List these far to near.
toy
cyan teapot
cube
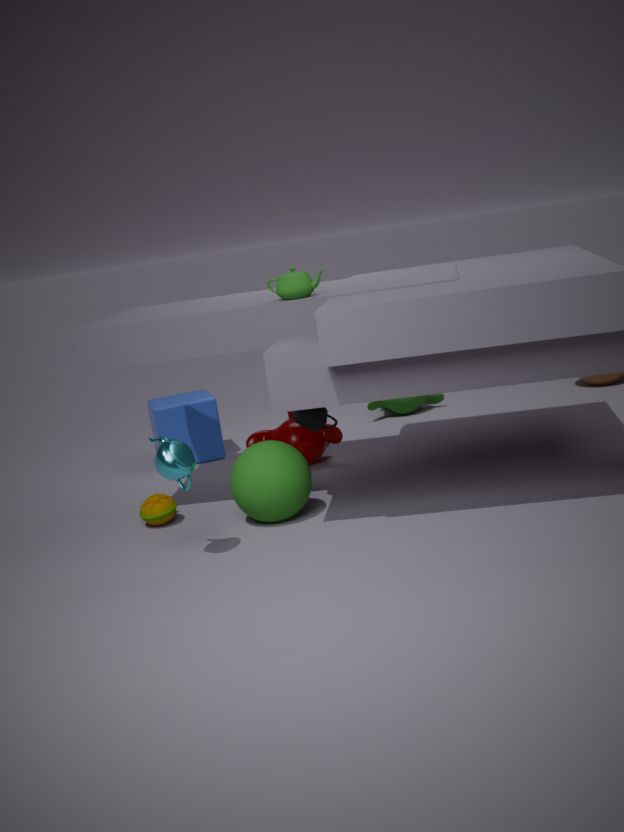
cube, toy, cyan teapot
